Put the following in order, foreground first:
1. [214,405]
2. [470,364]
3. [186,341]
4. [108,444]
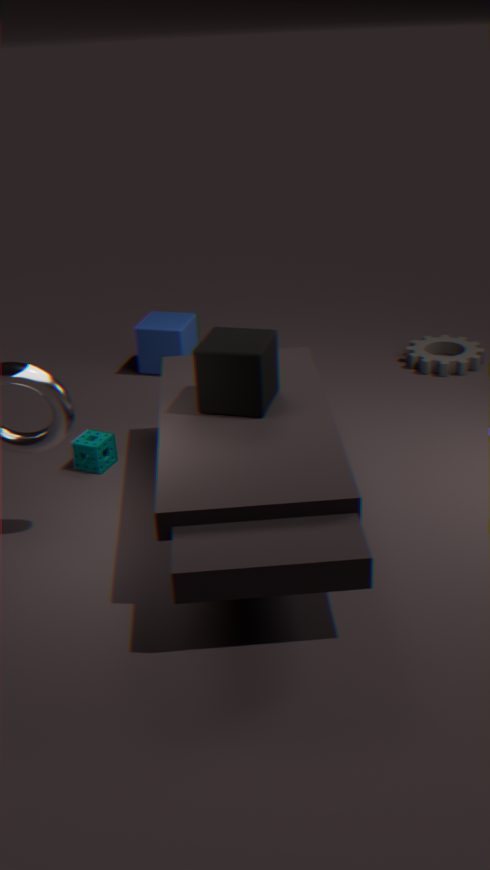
[214,405] → [108,444] → [470,364] → [186,341]
